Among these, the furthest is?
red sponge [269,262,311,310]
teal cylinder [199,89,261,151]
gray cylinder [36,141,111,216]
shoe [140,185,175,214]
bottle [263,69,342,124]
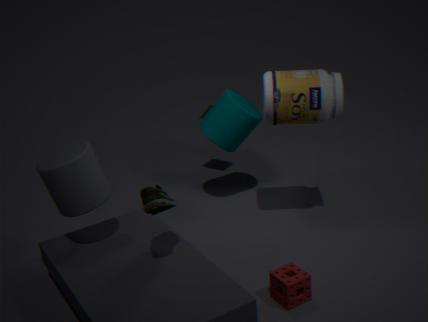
teal cylinder [199,89,261,151]
